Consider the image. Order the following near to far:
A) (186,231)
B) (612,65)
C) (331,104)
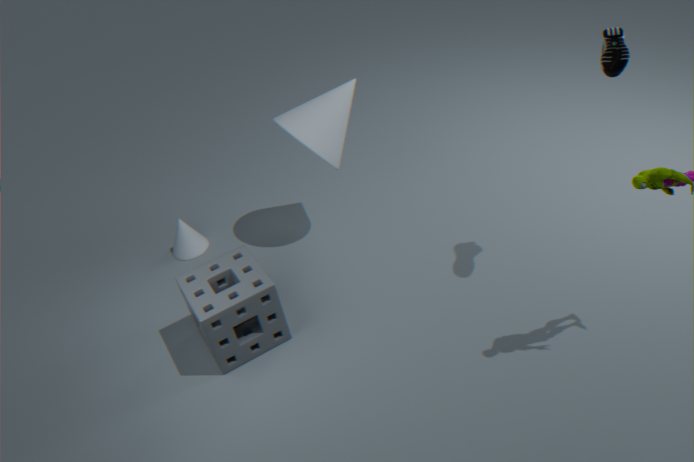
(612,65) < (331,104) < (186,231)
